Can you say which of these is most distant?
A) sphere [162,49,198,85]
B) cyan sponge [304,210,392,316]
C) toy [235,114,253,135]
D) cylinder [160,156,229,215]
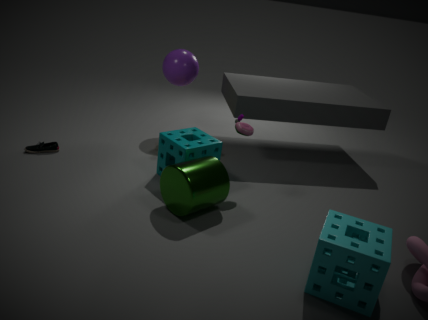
sphere [162,49,198,85]
